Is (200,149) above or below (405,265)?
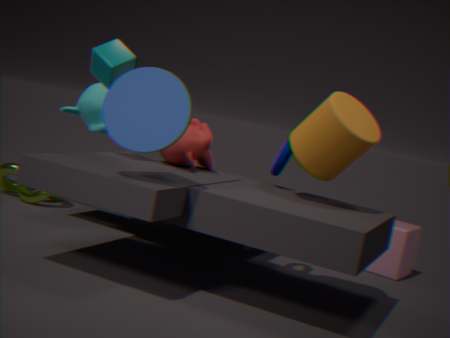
above
